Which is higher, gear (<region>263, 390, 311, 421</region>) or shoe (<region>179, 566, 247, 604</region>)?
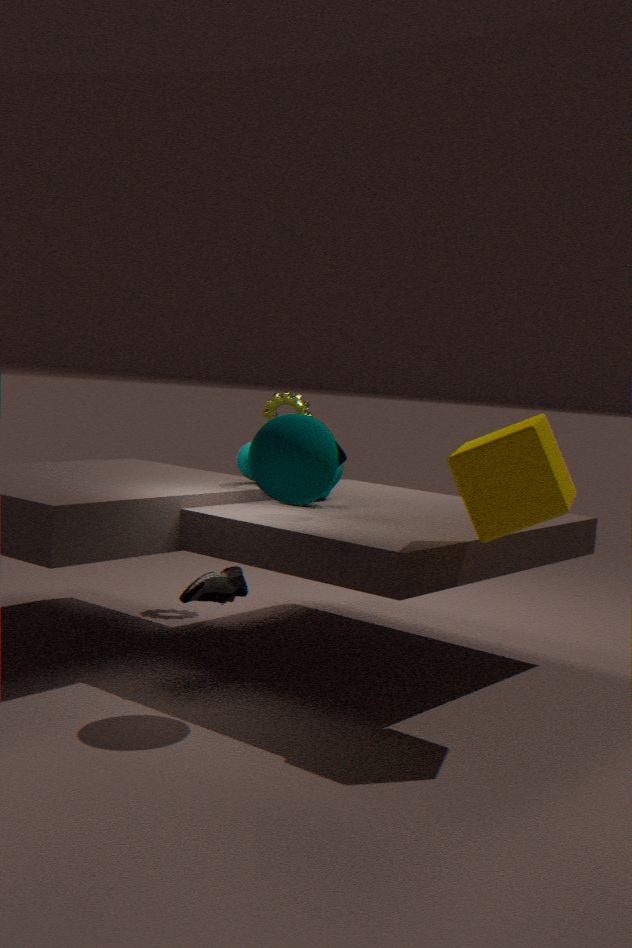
gear (<region>263, 390, 311, 421</region>)
